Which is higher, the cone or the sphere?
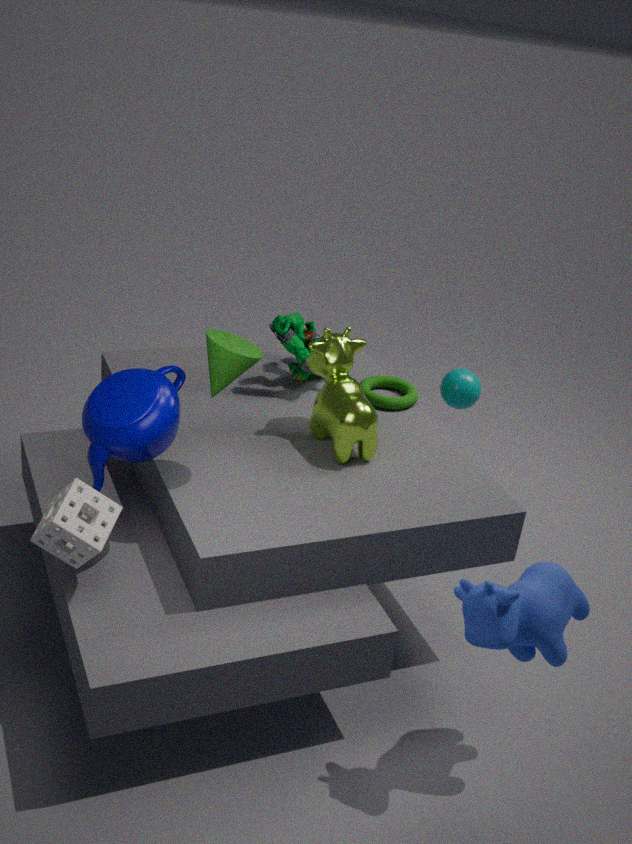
the cone
